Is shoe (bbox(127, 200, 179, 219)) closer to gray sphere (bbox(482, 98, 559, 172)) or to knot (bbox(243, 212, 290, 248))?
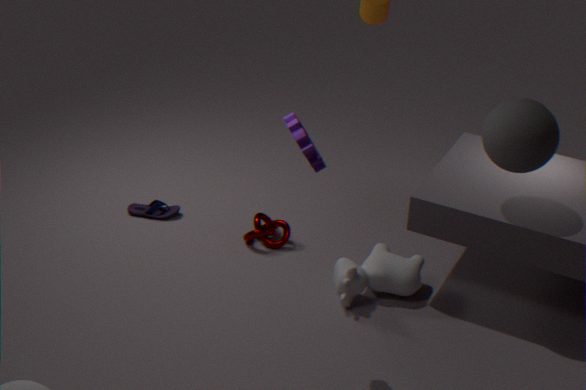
knot (bbox(243, 212, 290, 248))
